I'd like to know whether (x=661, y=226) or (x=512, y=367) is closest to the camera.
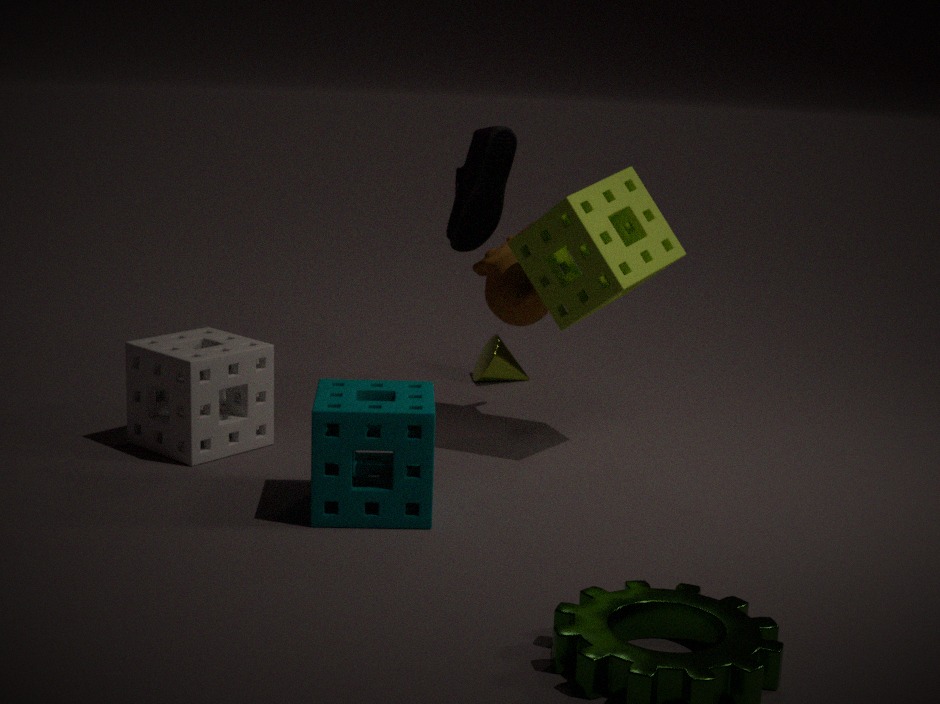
(x=661, y=226)
